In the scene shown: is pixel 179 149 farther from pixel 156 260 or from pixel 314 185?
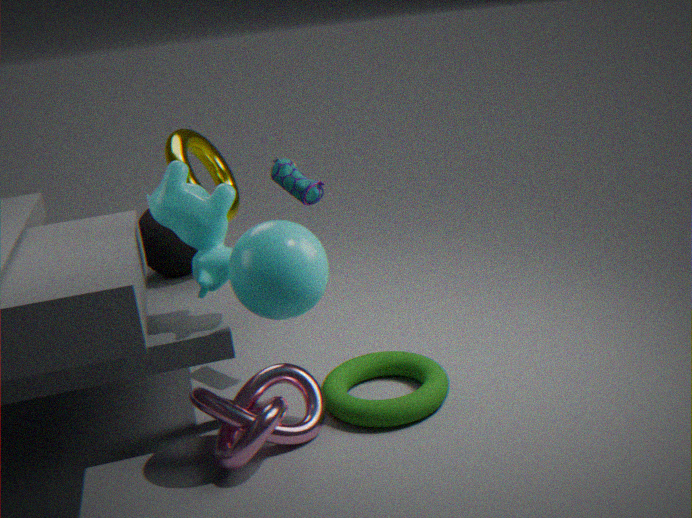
pixel 314 185
